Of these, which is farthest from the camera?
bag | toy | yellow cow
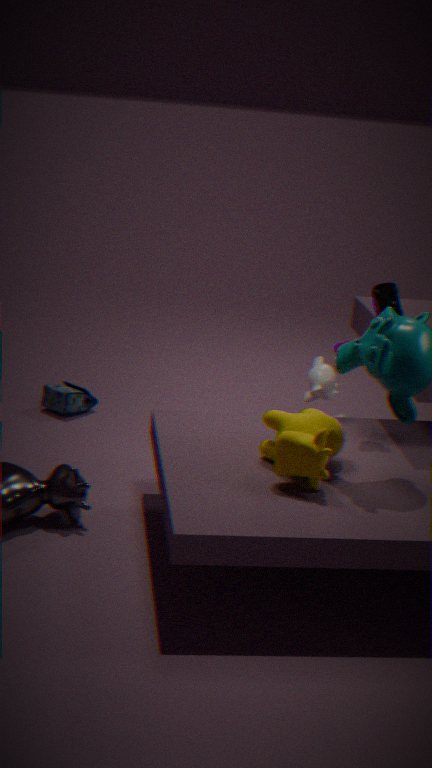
bag
